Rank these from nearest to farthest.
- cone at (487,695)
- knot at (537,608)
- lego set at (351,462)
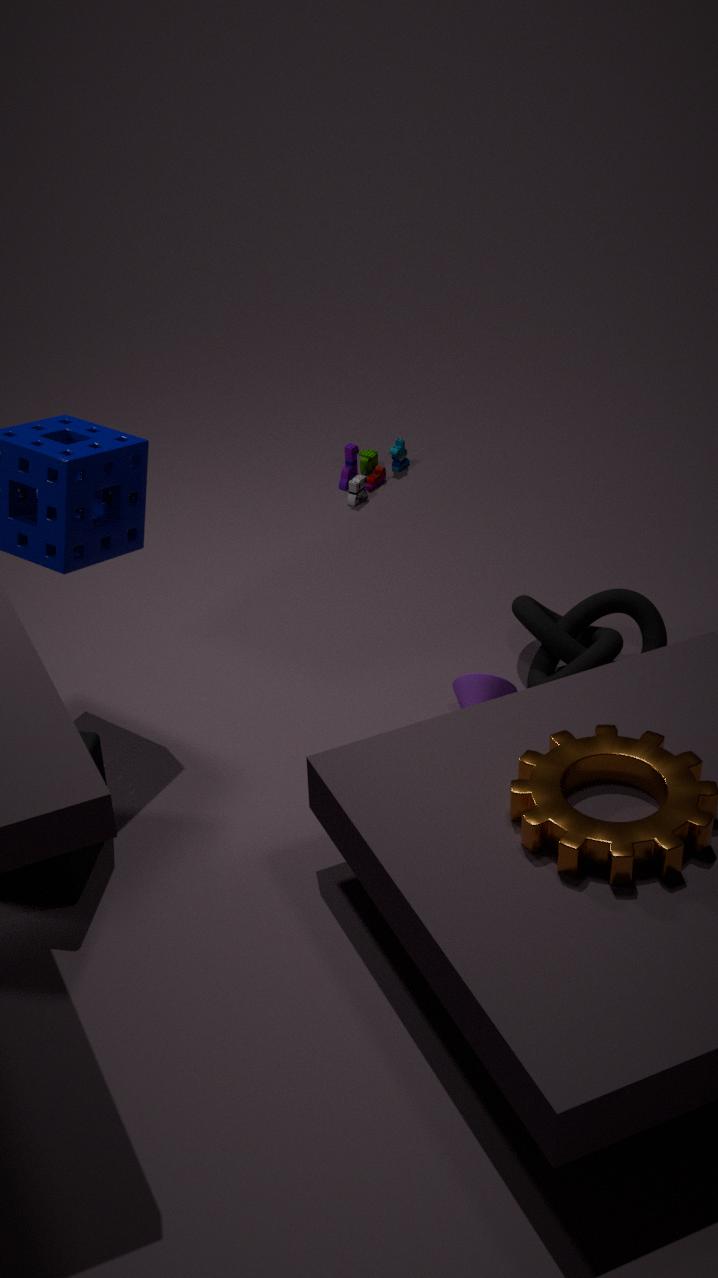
1. cone at (487,695)
2. knot at (537,608)
3. lego set at (351,462)
